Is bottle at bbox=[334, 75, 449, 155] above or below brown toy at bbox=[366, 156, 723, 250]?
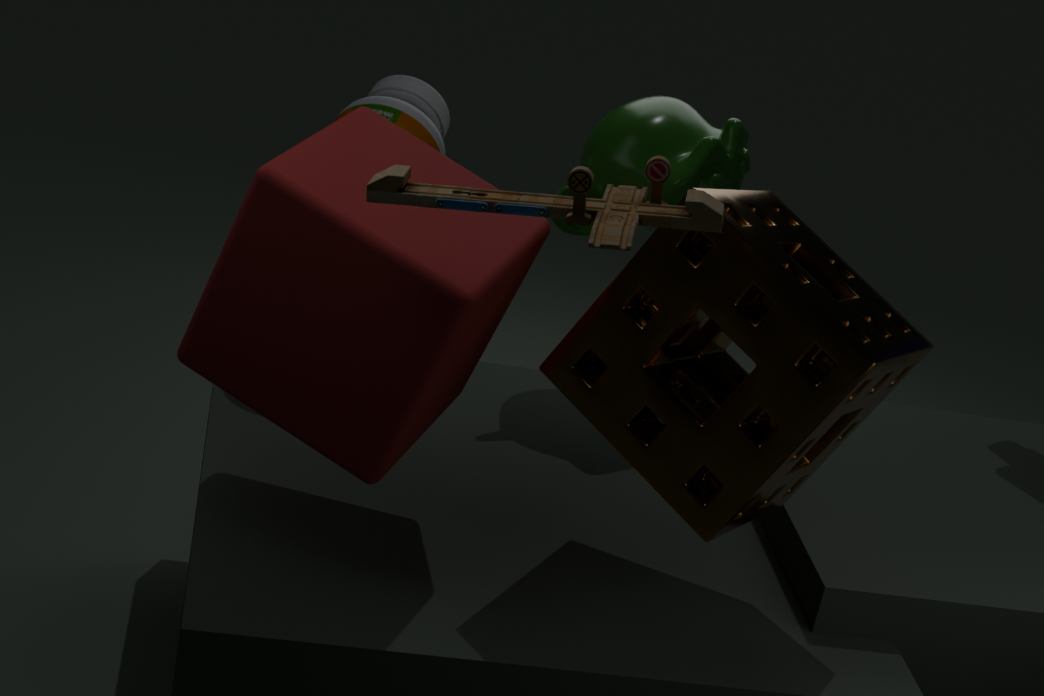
below
